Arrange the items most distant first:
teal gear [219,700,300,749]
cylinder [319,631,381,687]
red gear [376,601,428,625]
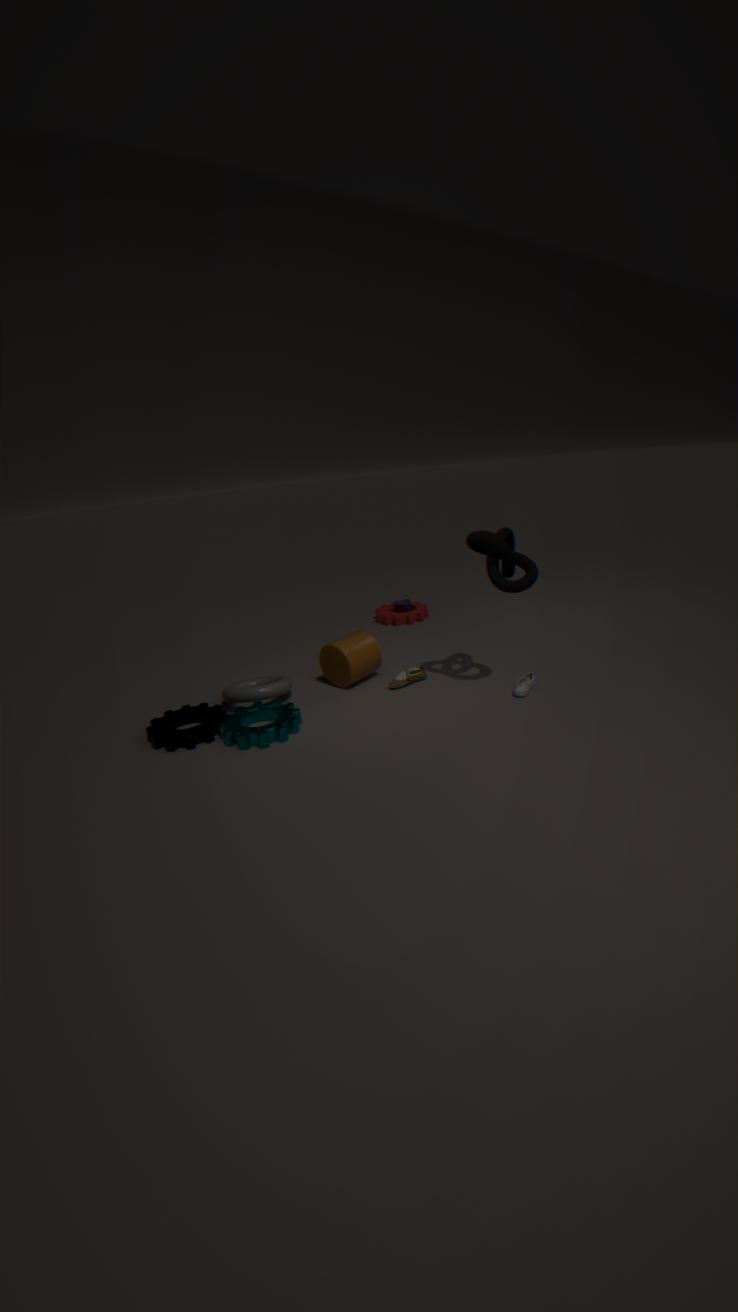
red gear [376,601,428,625], cylinder [319,631,381,687], teal gear [219,700,300,749]
